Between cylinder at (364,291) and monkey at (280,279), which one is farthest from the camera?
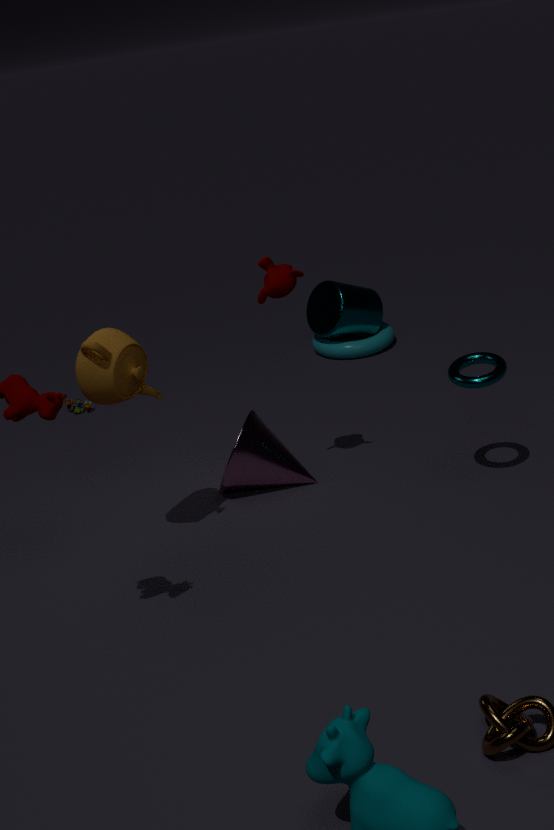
cylinder at (364,291)
